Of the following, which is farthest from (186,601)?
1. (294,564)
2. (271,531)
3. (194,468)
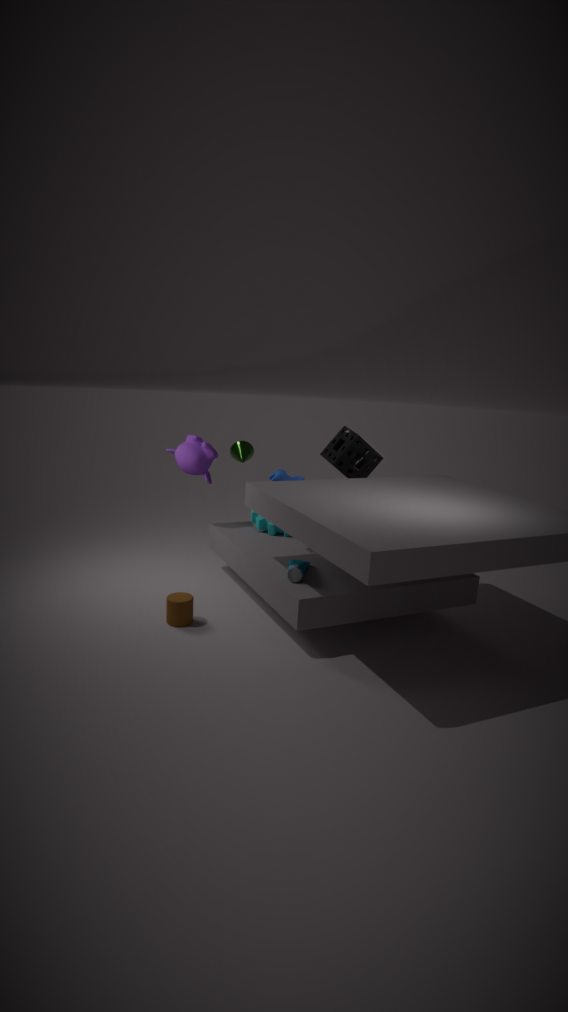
(194,468)
